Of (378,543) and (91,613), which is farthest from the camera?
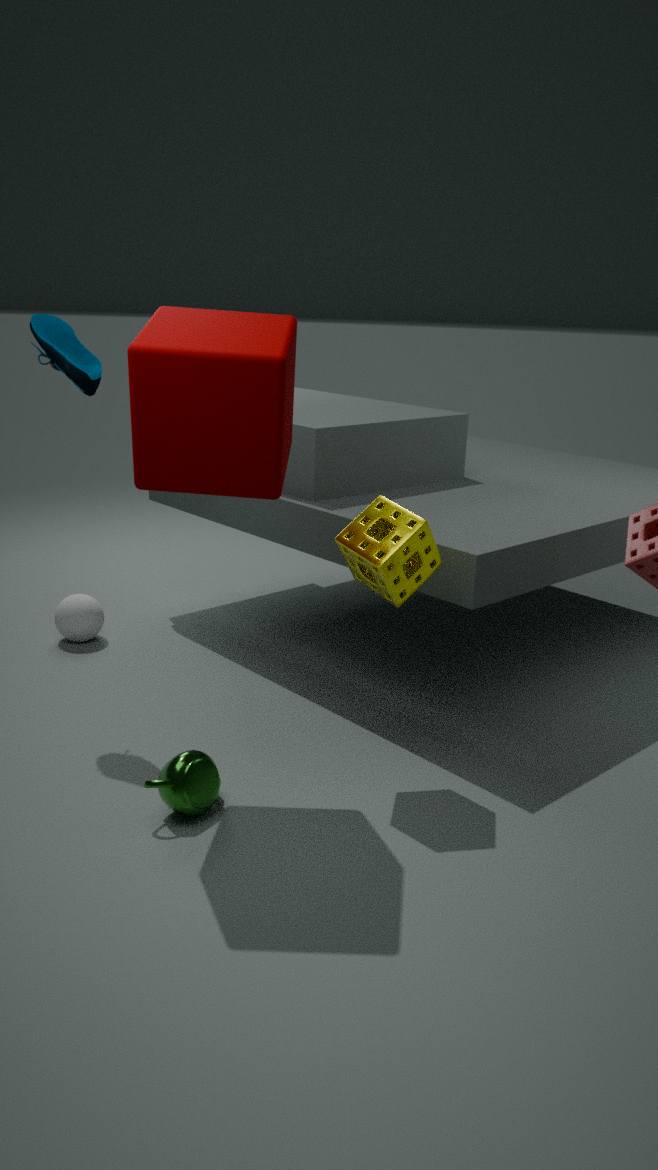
(91,613)
